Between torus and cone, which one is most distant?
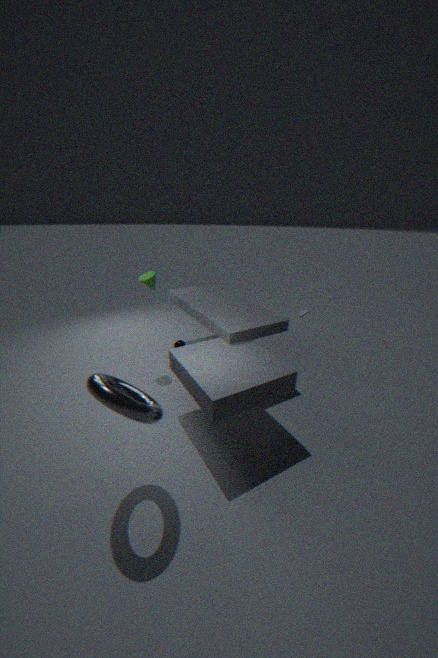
cone
